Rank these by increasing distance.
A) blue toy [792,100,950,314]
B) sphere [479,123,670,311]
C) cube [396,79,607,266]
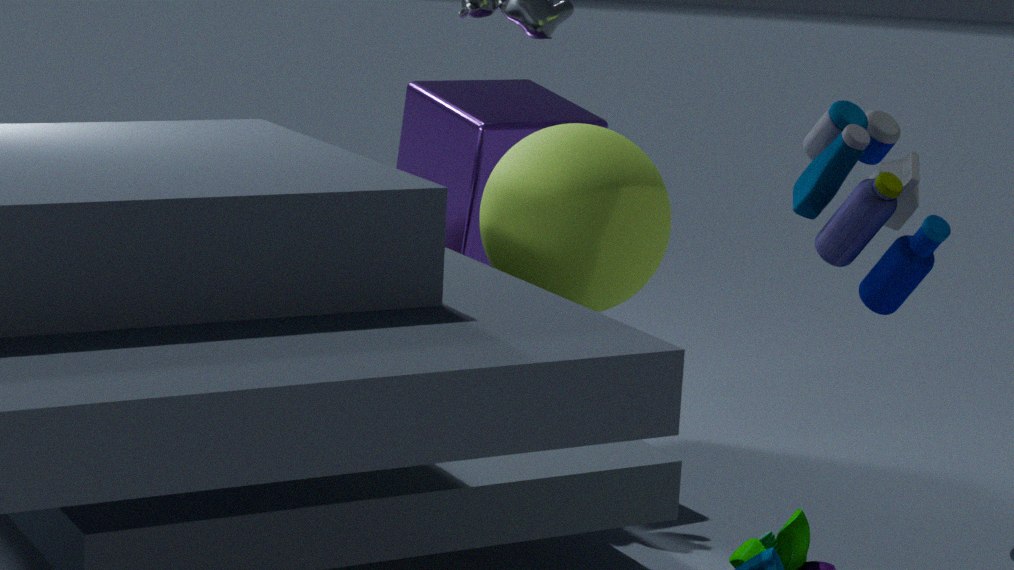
A. blue toy [792,100,950,314] < B. sphere [479,123,670,311] < C. cube [396,79,607,266]
